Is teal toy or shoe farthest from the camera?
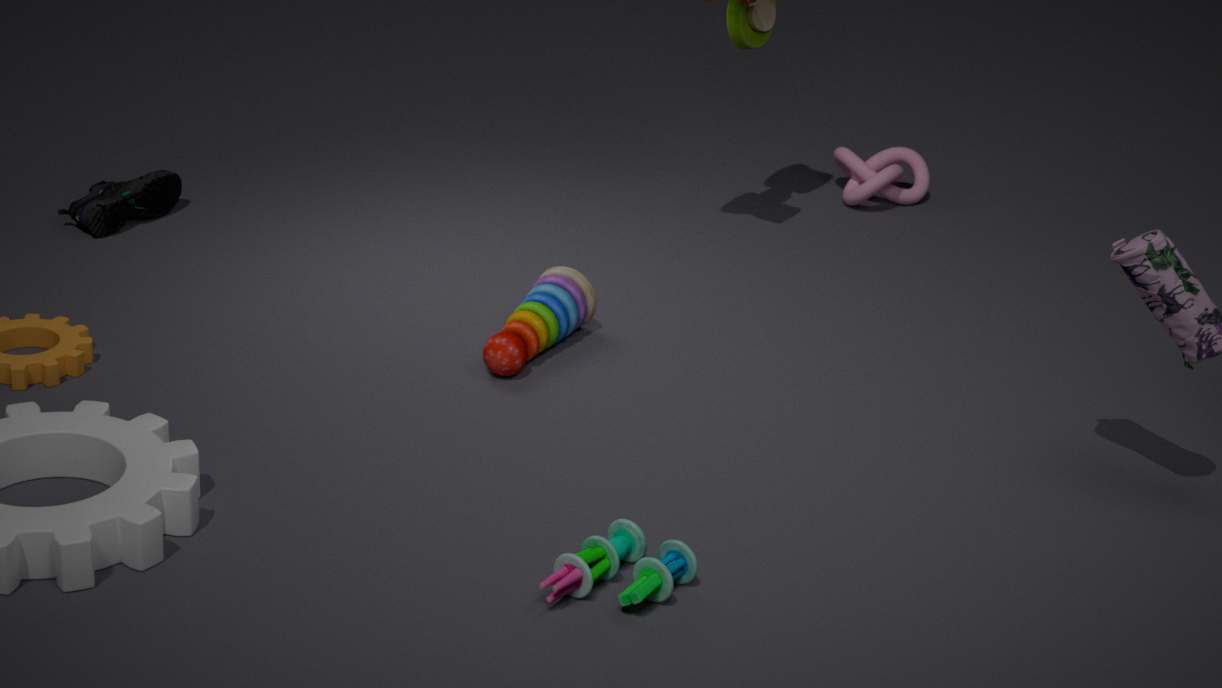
shoe
